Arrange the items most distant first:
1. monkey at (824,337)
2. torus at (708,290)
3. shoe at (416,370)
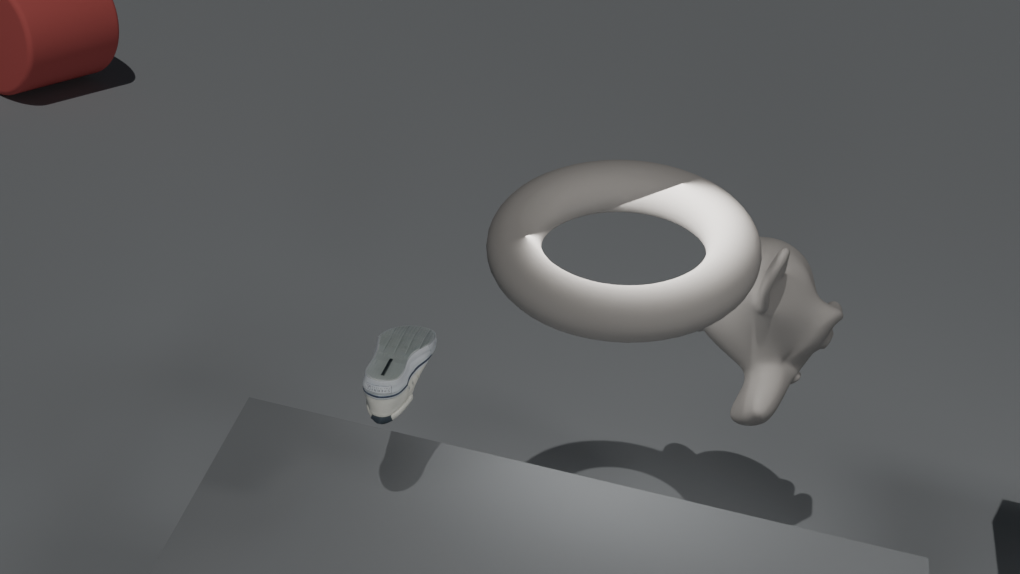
monkey at (824,337) → torus at (708,290) → shoe at (416,370)
